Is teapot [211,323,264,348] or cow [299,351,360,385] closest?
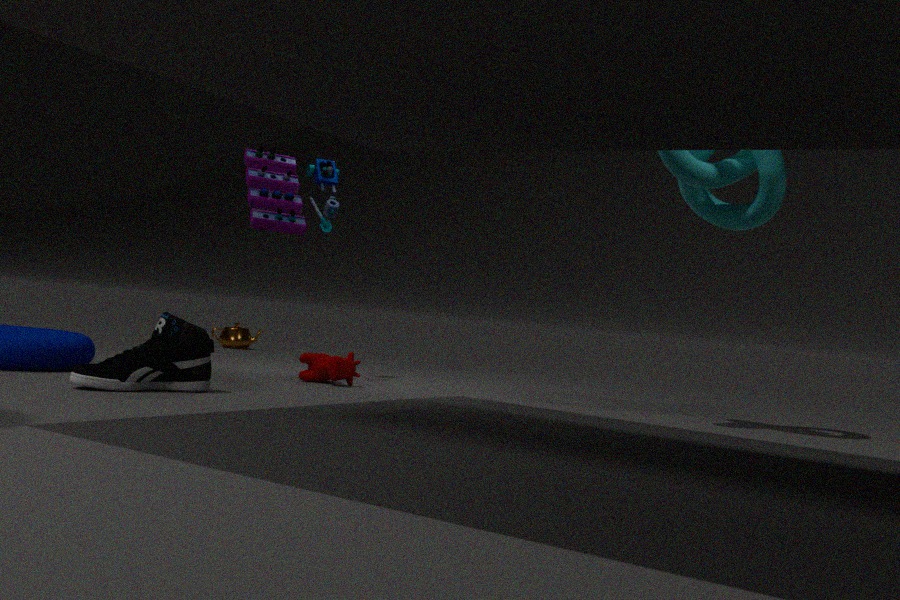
cow [299,351,360,385]
